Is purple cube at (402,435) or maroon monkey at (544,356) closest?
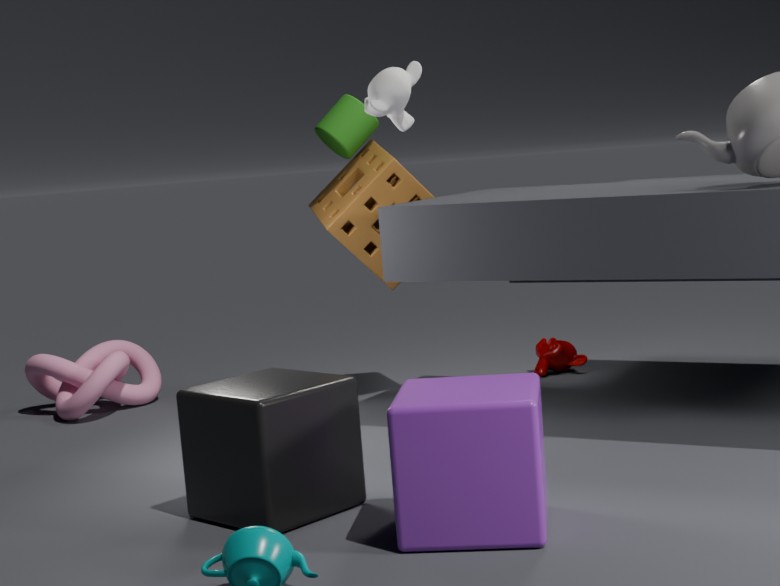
purple cube at (402,435)
